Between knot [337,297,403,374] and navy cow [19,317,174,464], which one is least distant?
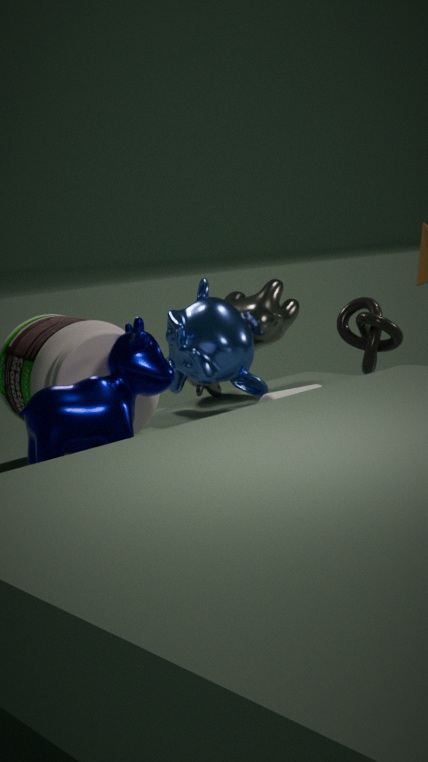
navy cow [19,317,174,464]
